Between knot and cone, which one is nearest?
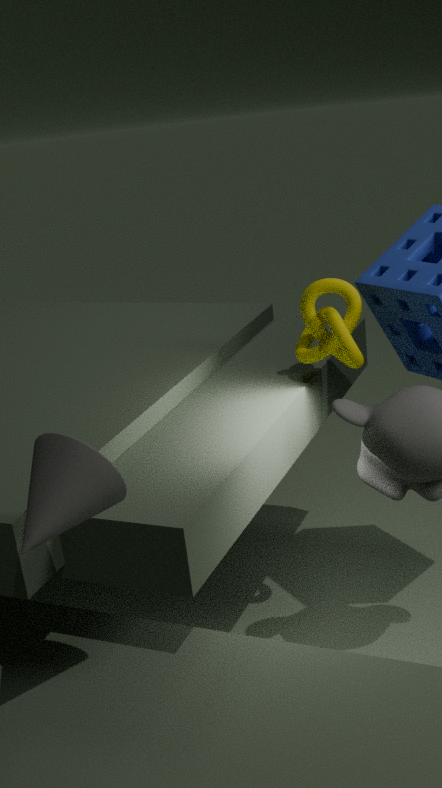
cone
